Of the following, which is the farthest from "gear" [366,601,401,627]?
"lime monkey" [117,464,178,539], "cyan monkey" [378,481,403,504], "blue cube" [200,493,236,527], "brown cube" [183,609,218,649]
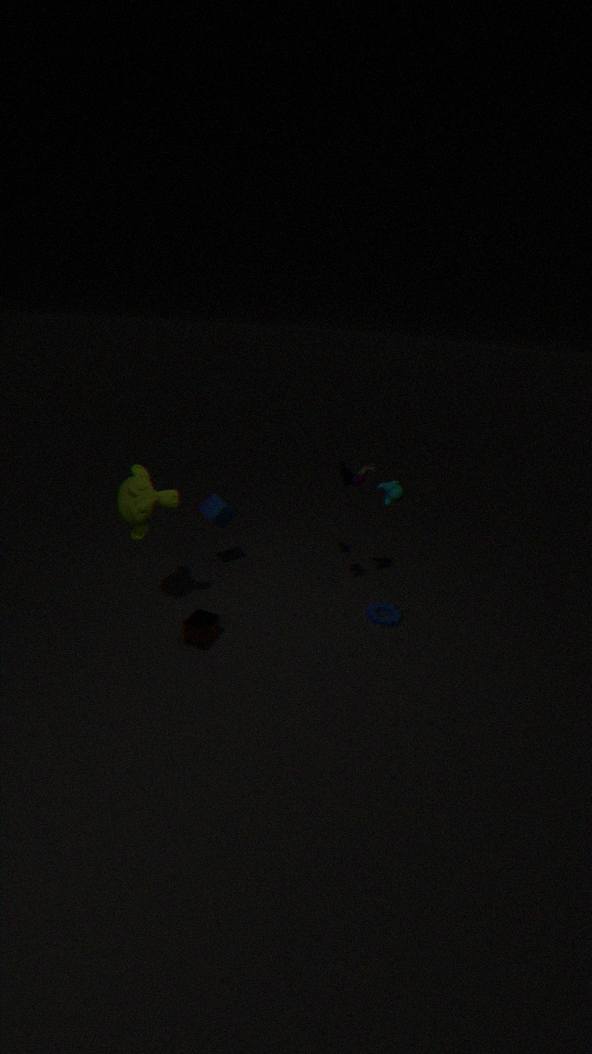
"lime monkey" [117,464,178,539]
